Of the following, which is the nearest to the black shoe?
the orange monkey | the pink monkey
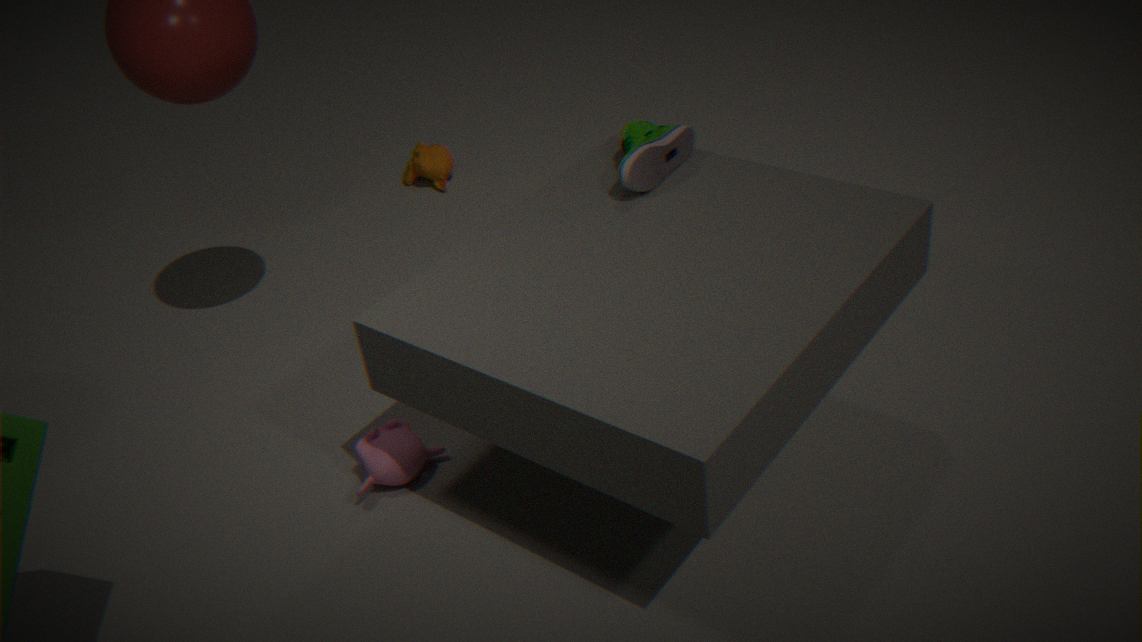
the pink monkey
